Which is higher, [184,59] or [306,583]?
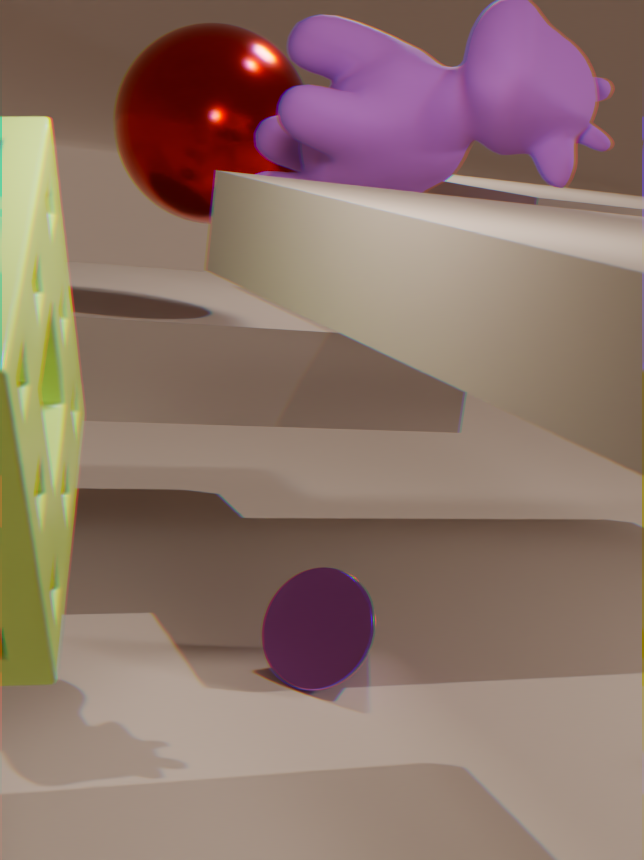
[184,59]
